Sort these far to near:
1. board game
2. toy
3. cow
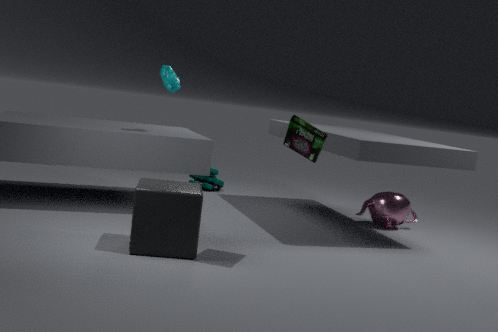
toy, cow, board game
